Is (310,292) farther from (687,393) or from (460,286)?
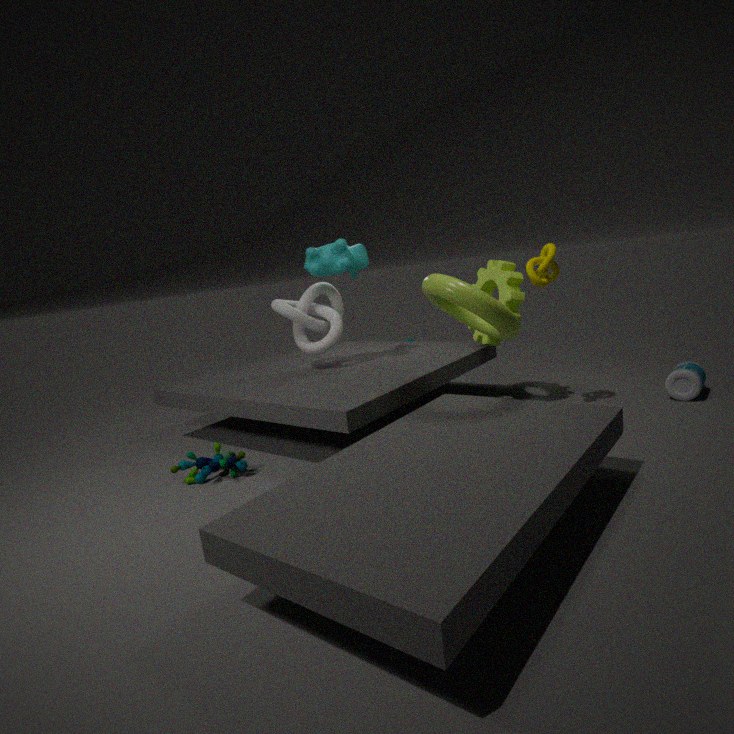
(687,393)
